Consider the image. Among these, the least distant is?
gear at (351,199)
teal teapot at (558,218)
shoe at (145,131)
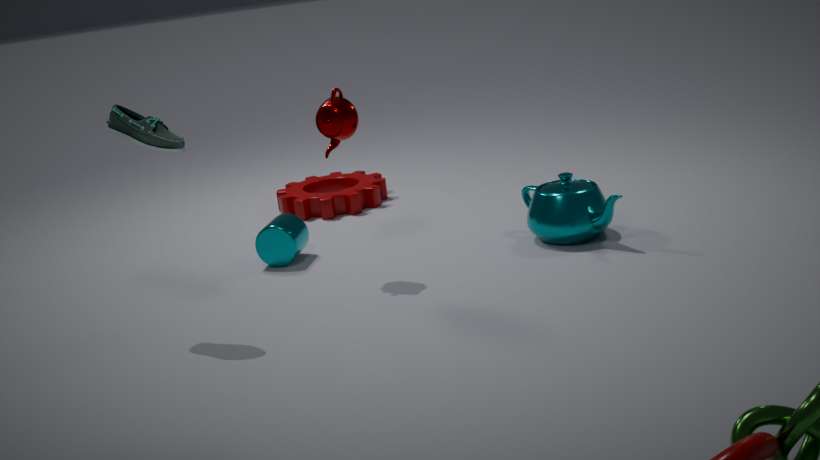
shoe at (145,131)
